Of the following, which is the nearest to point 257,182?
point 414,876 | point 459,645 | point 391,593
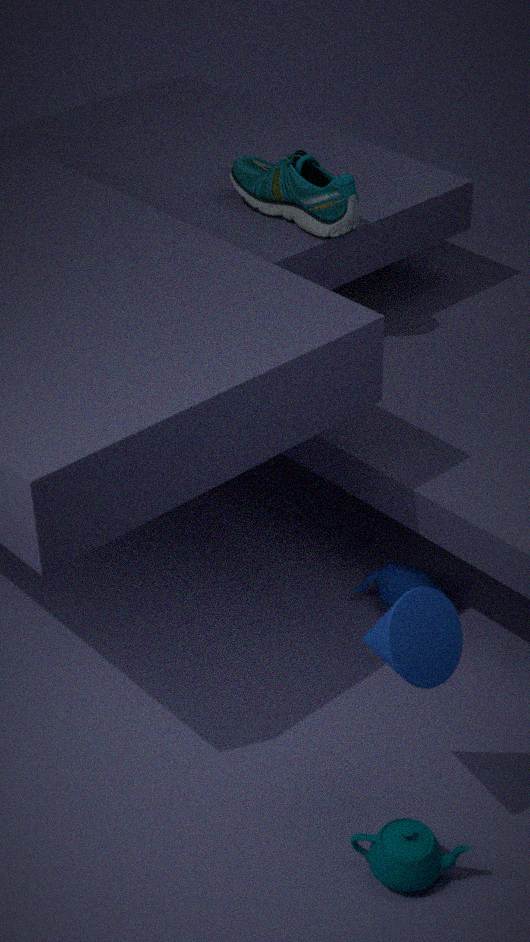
point 391,593
